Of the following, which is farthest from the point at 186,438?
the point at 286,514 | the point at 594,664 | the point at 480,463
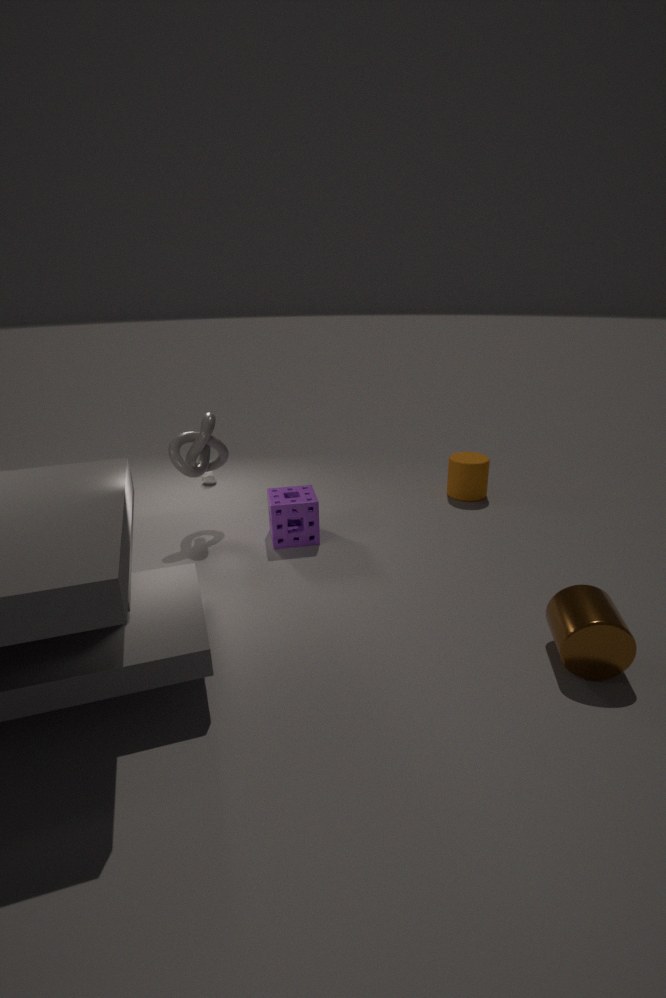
the point at 594,664
